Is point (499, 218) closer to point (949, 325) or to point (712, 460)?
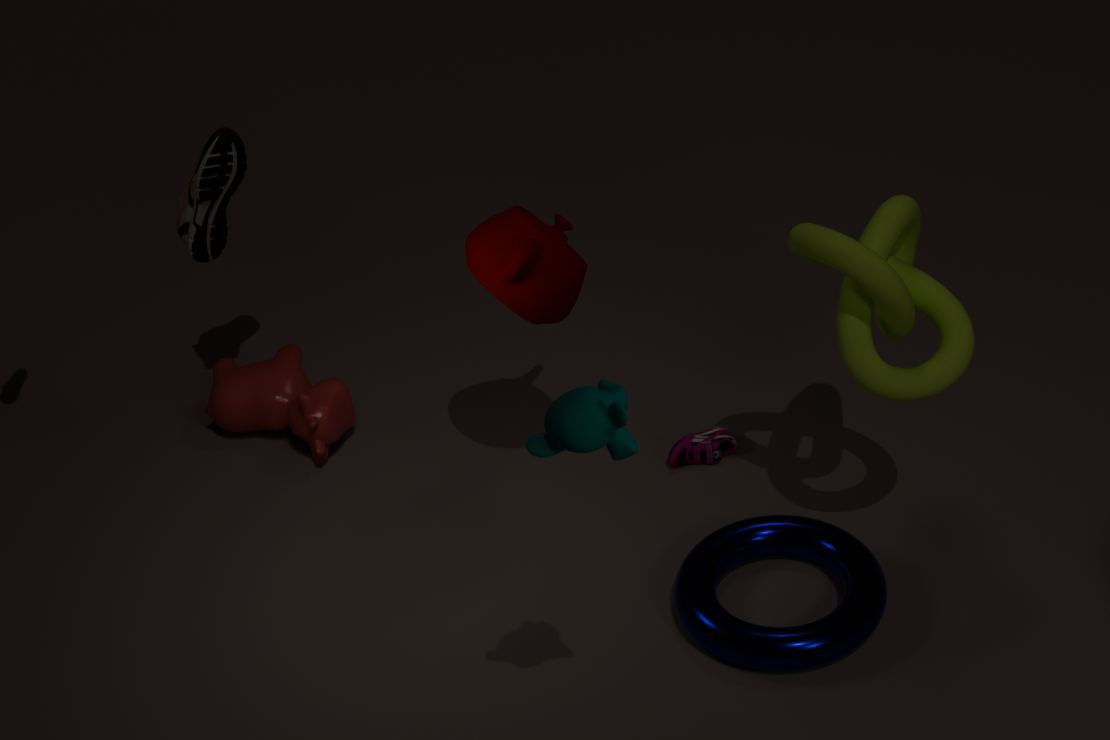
point (712, 460)
